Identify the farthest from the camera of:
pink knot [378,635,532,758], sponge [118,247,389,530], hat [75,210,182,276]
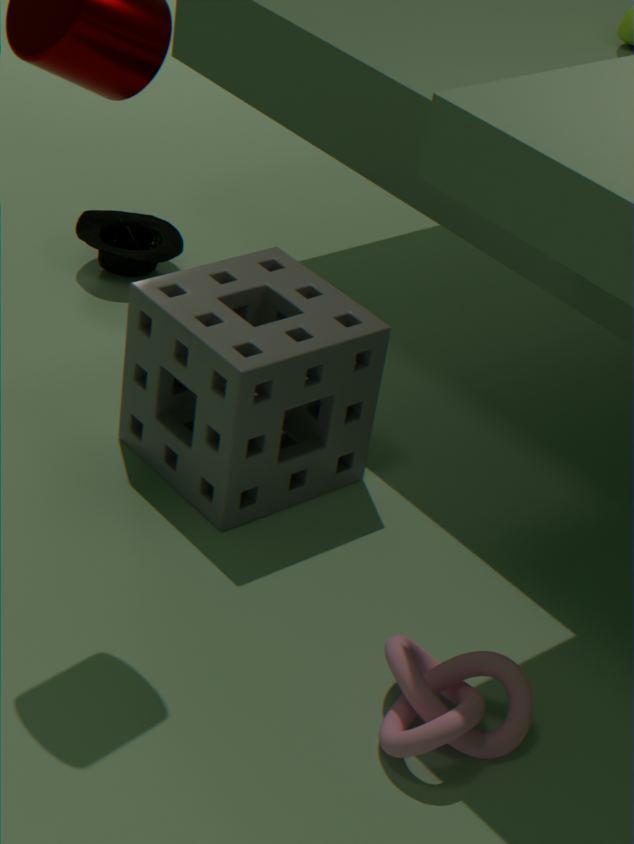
hat [75,210,182,276]
